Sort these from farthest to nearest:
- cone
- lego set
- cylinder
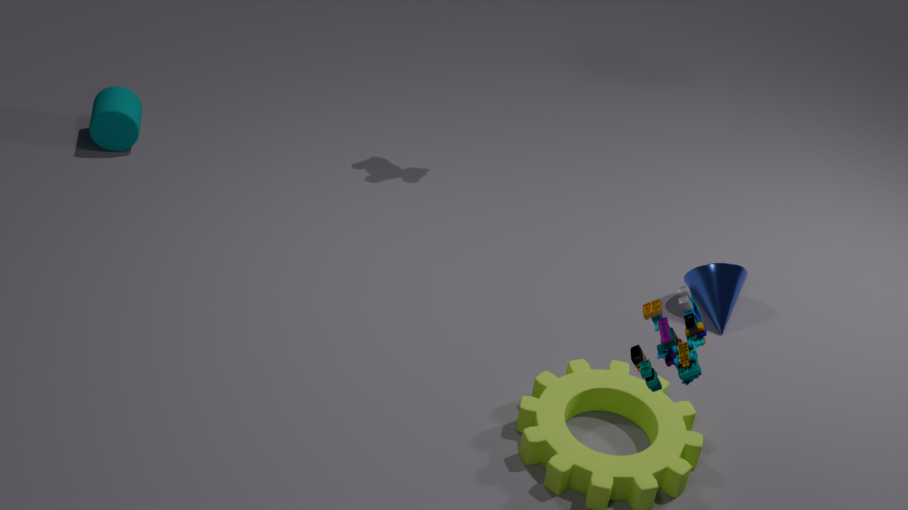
1. cylinder
2. cone
3. lego set
